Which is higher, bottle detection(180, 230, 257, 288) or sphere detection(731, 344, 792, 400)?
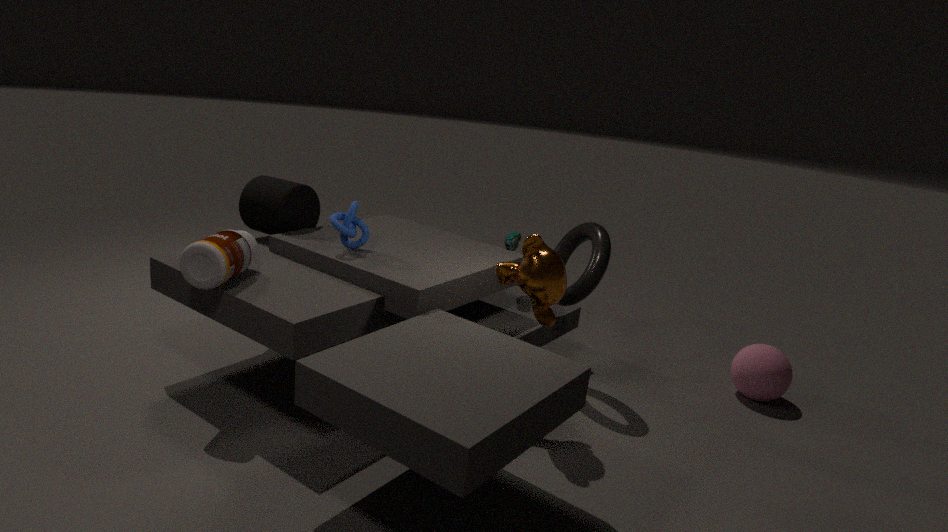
bottle detection(180, 230, 257, 288)
